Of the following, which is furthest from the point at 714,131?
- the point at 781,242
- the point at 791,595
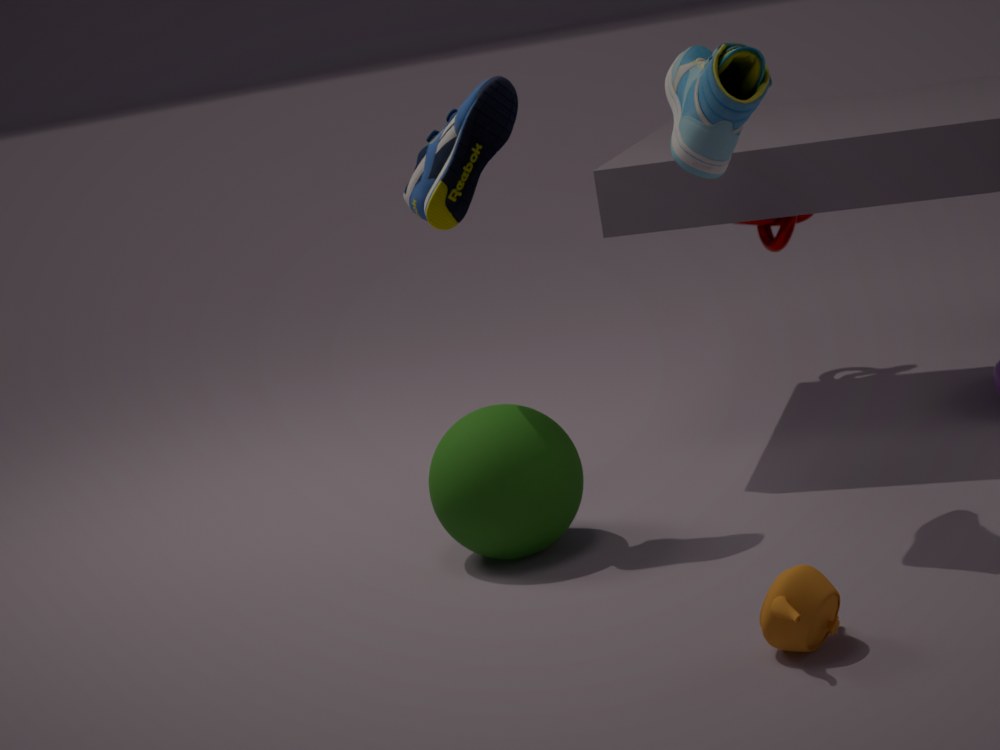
the point at 781,242
